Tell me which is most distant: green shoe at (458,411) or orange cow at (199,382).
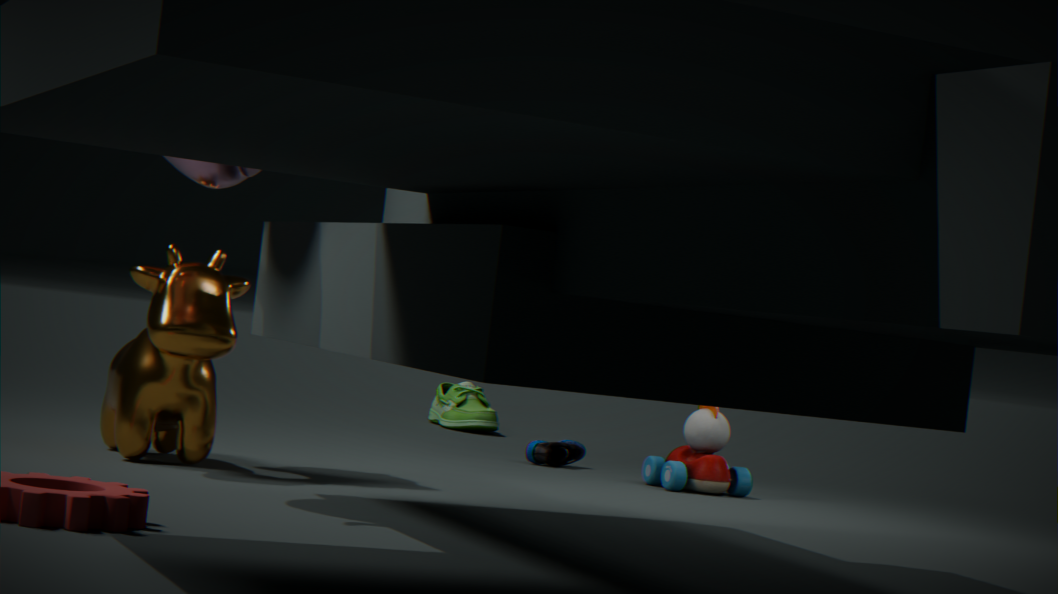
green shoe at (458,411)
